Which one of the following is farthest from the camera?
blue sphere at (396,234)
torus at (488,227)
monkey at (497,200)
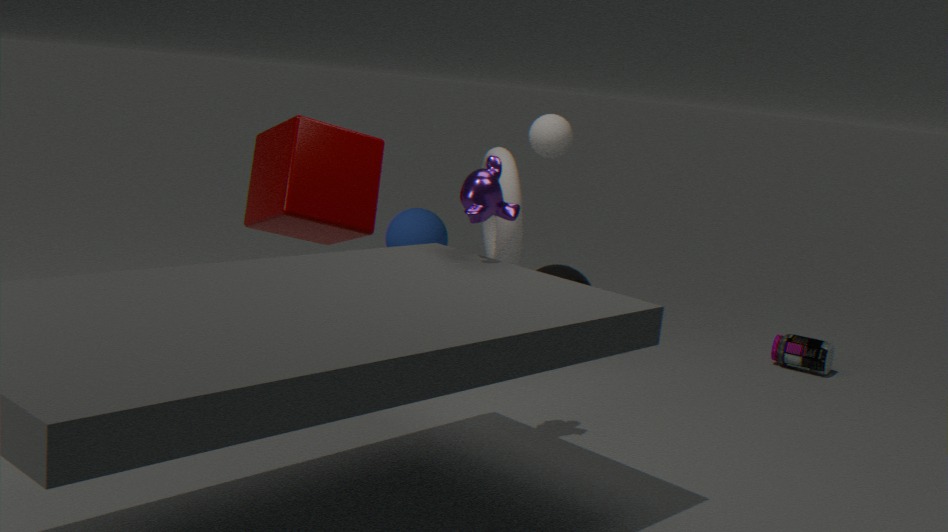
blue sphere at (396,234)
